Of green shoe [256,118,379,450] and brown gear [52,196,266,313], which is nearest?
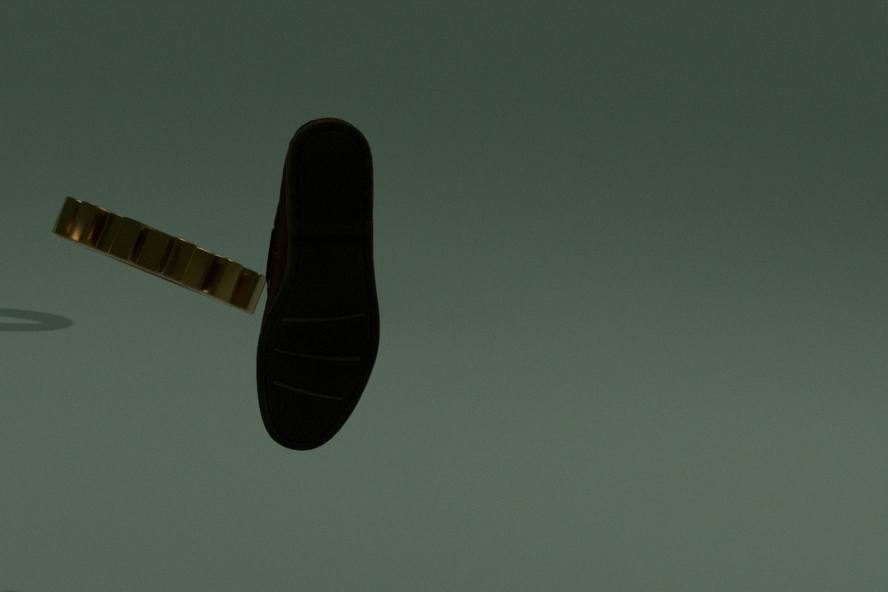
green shoe [256,118,379,450]
